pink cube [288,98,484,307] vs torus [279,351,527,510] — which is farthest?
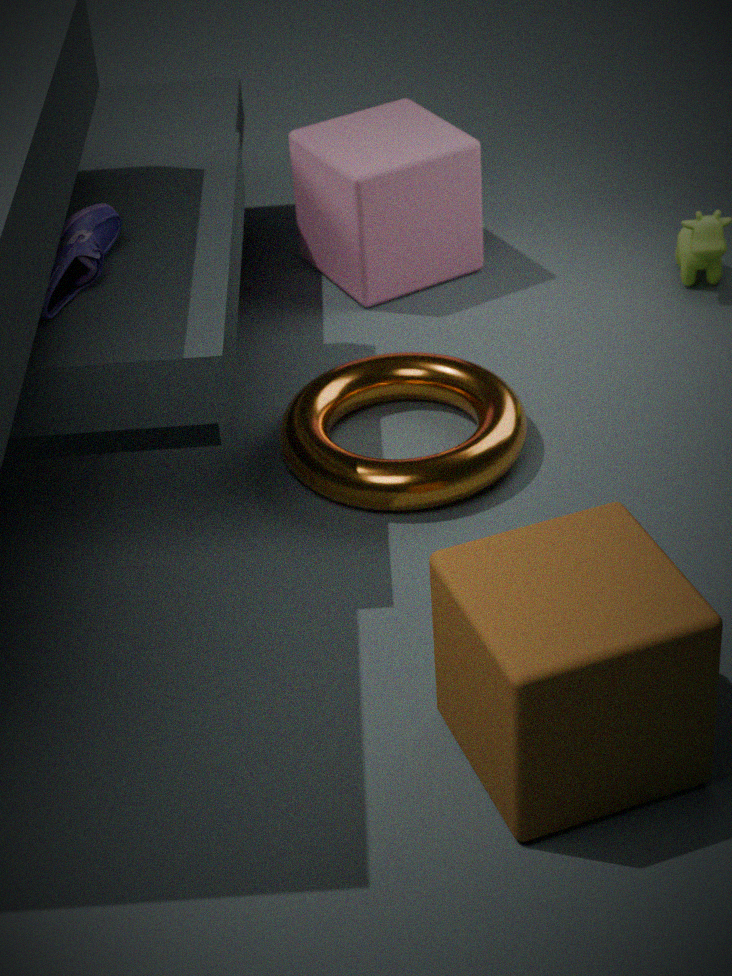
pink cube [288,98,484,307]
